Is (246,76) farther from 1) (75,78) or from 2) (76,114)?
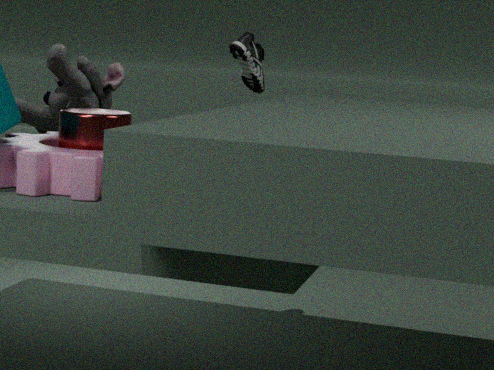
2) (76,114)
